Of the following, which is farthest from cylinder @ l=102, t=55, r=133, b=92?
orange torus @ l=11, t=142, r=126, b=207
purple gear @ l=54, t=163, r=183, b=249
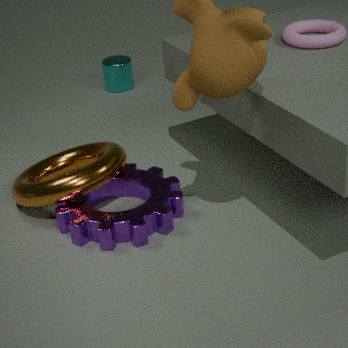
purple gear @ l=54, t=163, r=183, b=249
